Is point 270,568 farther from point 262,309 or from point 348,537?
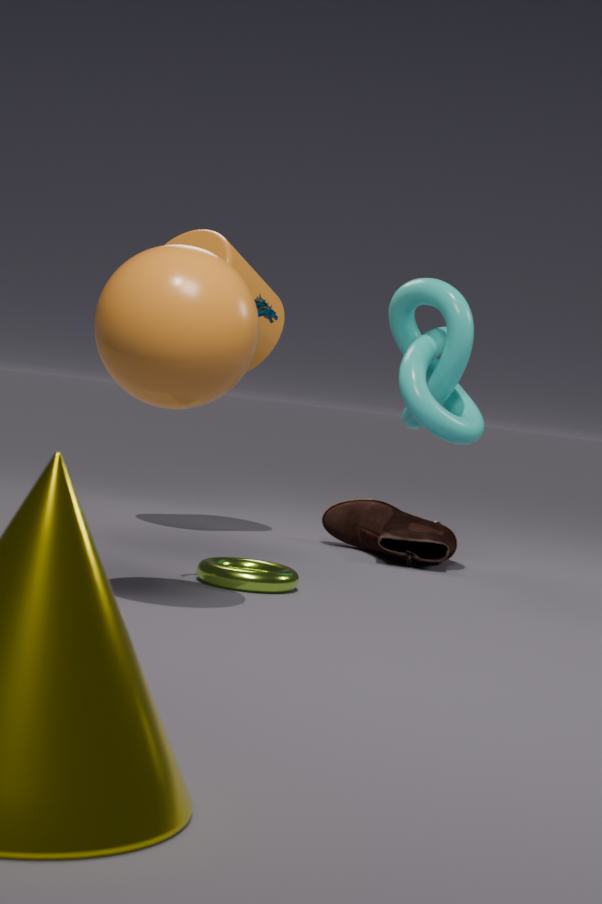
point 348,537
